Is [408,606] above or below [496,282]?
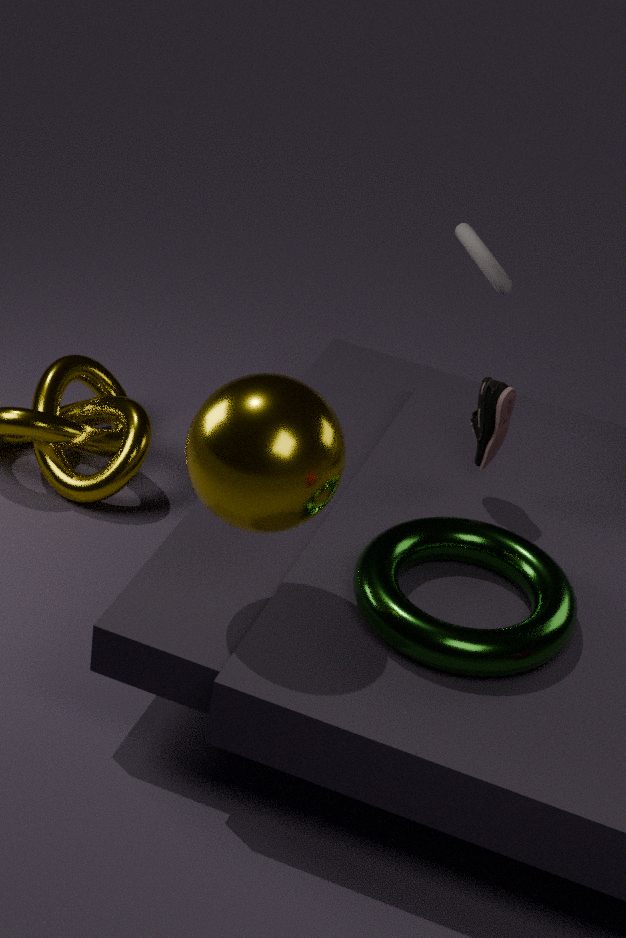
below
